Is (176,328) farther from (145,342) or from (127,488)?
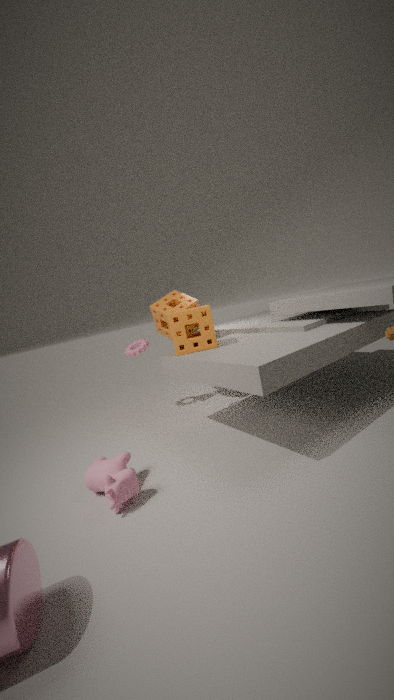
(127,488)
